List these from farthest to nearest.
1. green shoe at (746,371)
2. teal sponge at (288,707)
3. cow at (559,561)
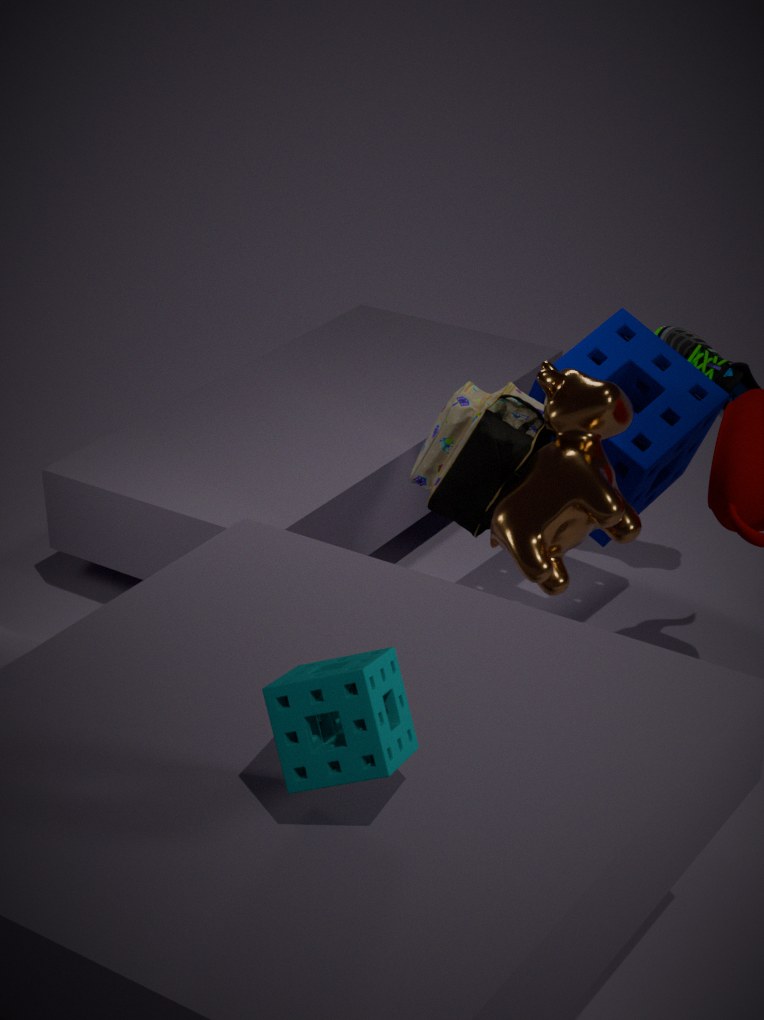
green shoe at (746,371)
cow at (559,561)
teal sponge at (288,707)
